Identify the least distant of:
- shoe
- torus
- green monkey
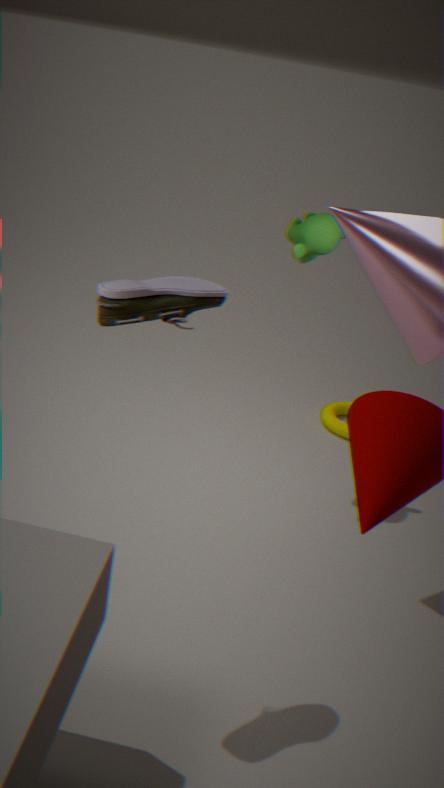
shoe
